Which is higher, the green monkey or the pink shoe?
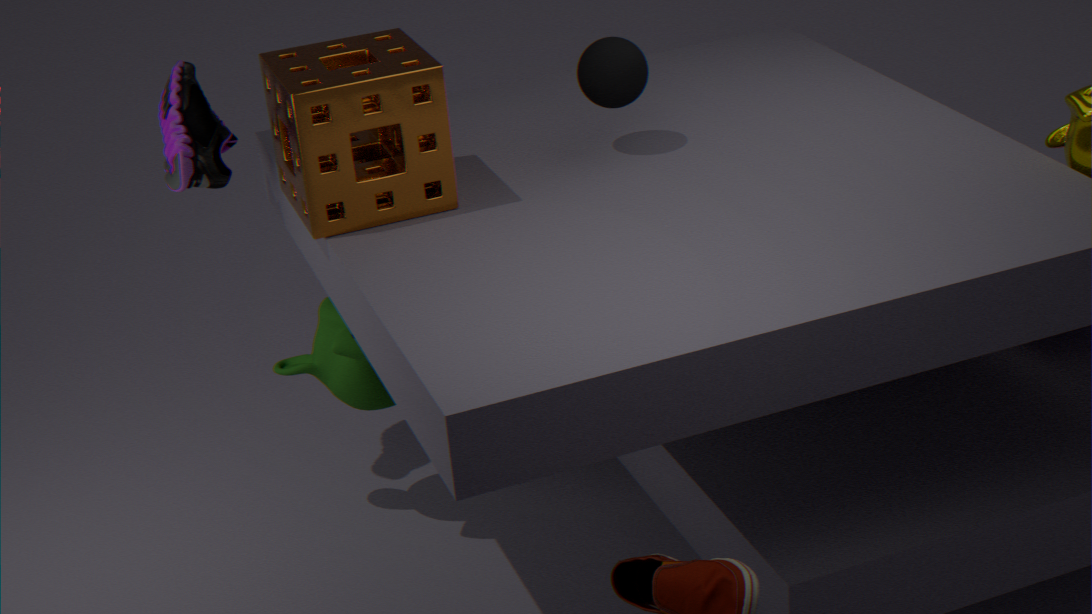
the pink shoe
